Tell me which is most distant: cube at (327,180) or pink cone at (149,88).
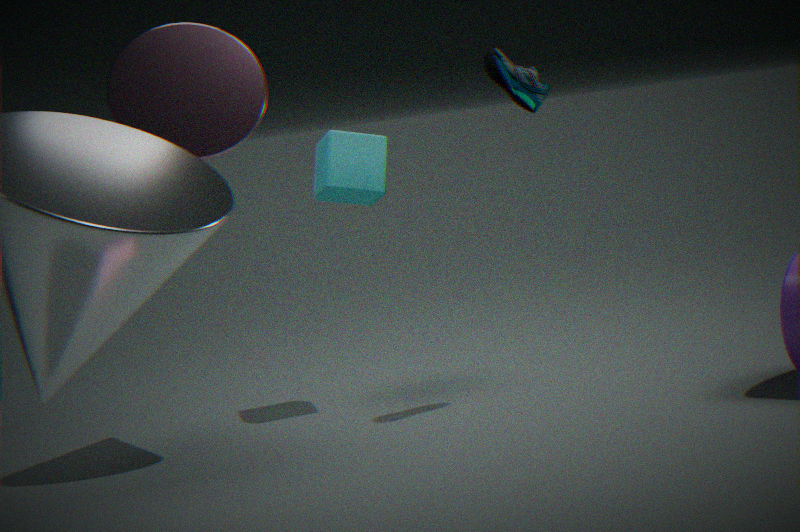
cube at (327,180)
